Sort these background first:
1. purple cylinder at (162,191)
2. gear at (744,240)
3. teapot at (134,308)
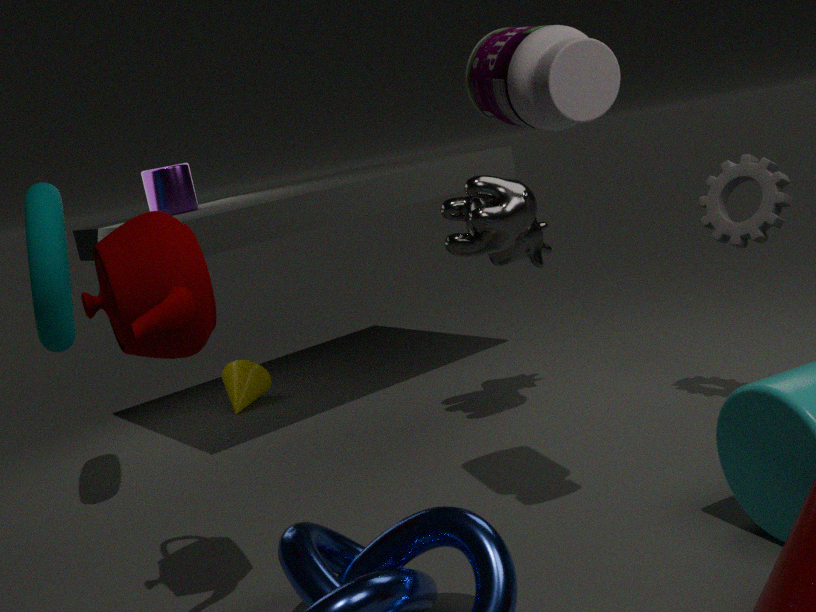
1. purple cylinder at (162,191)
2. gear at (744,240)
3. teapot at (134,308)
